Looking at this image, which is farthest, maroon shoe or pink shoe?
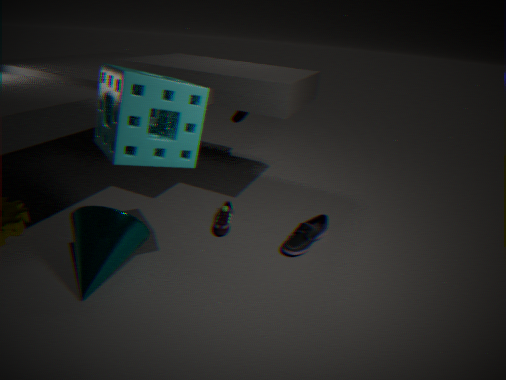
maroon shoe
